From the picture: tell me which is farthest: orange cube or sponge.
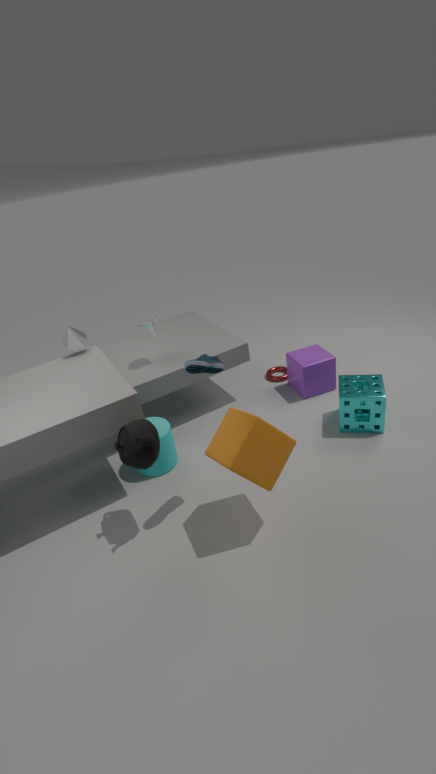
sponge
